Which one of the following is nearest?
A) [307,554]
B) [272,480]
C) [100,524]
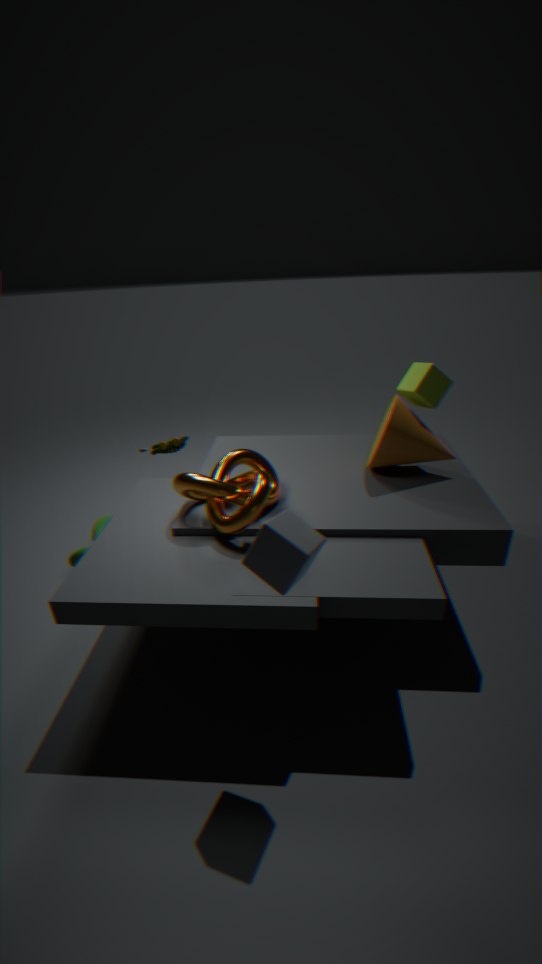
[307,554]
